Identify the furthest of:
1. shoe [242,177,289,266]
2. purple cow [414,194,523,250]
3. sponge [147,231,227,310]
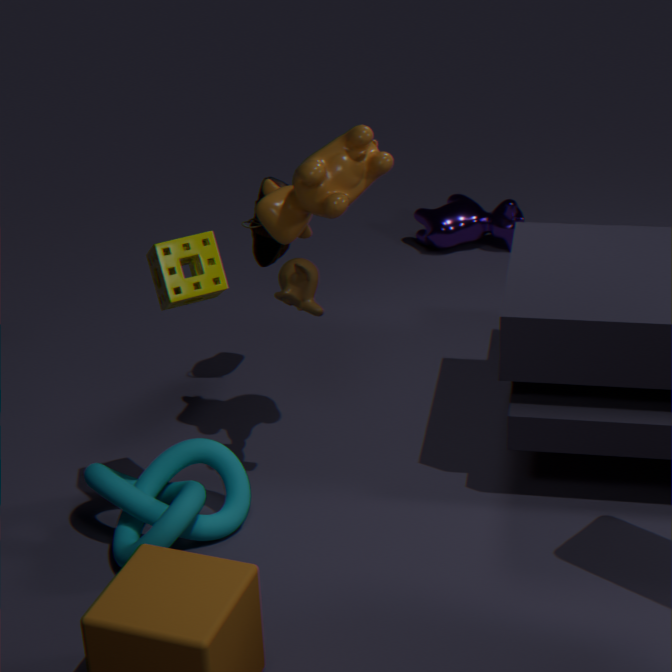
purple cow [414,194,523,250]
